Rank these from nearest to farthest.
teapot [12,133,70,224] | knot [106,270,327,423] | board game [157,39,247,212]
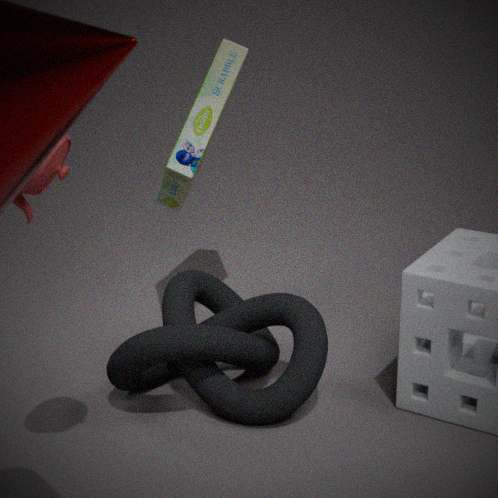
teapot [12,133,70,224]
knot [106,270,327,423]
board game [157,39,247,212]
